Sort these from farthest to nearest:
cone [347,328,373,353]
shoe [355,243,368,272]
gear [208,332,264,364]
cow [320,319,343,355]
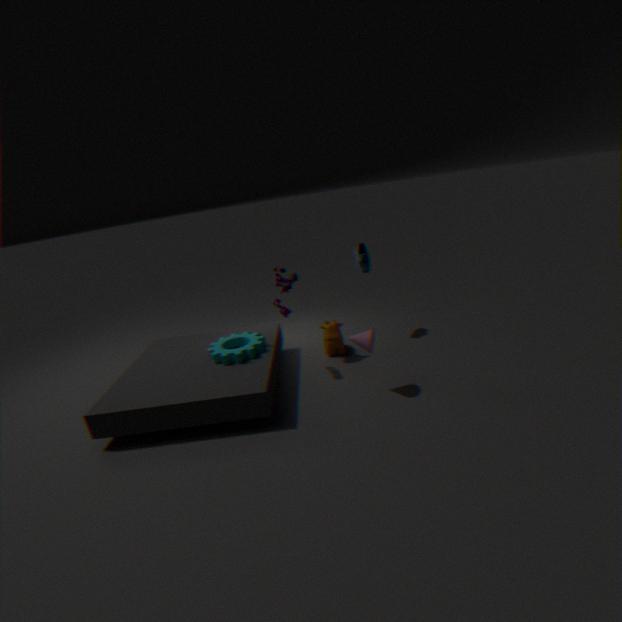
shoe [355,243,368,272] < cow [320,319,343,355] < gear [208,332,264,364] < cone [347,328,373,353]
